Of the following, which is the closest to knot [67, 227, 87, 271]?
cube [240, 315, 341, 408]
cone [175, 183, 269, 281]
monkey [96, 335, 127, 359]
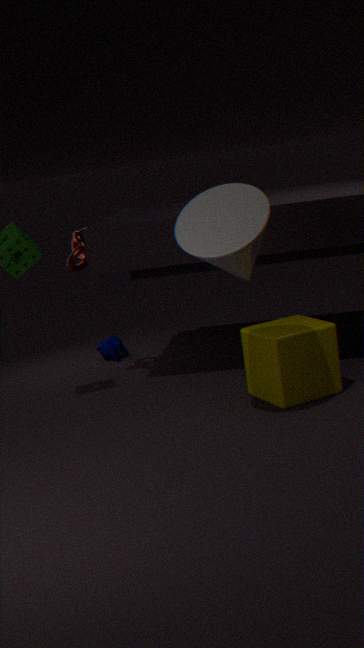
monkey [96, 335, 127, 359]
